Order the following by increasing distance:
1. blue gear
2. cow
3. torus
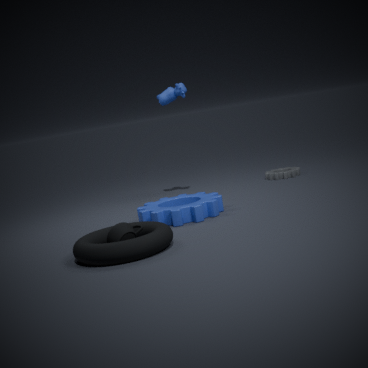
torus, blue gear, cow
